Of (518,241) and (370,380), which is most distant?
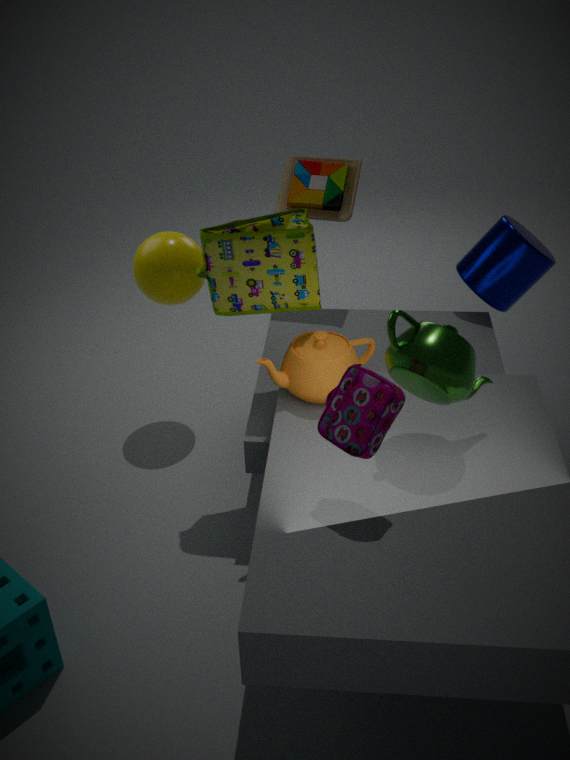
(518,241)
